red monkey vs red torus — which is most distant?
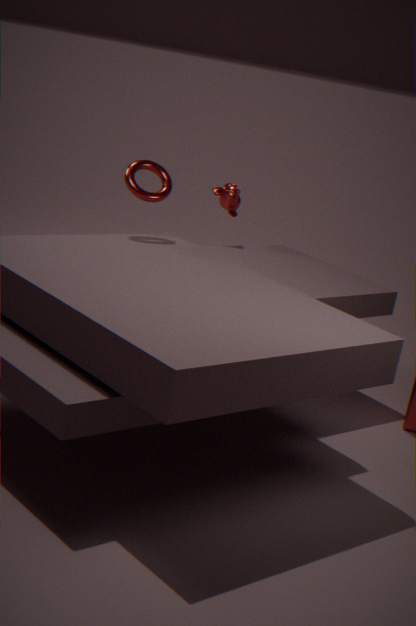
red monkey
